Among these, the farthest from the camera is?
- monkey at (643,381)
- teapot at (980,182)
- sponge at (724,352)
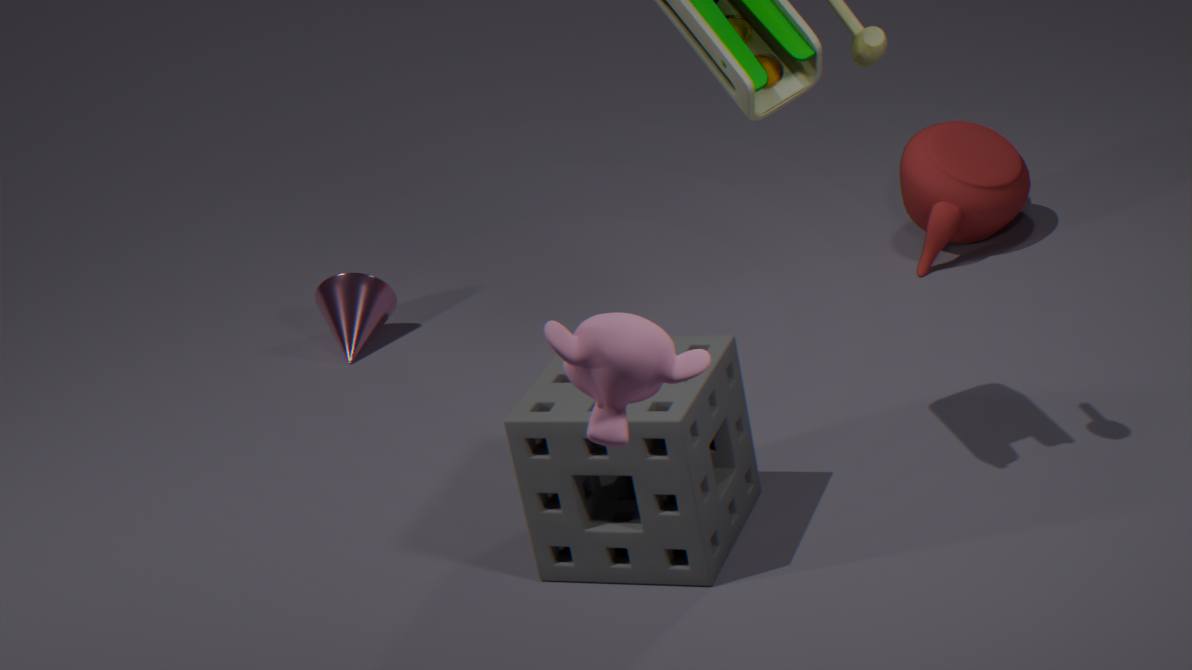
teapot at (980,182)
